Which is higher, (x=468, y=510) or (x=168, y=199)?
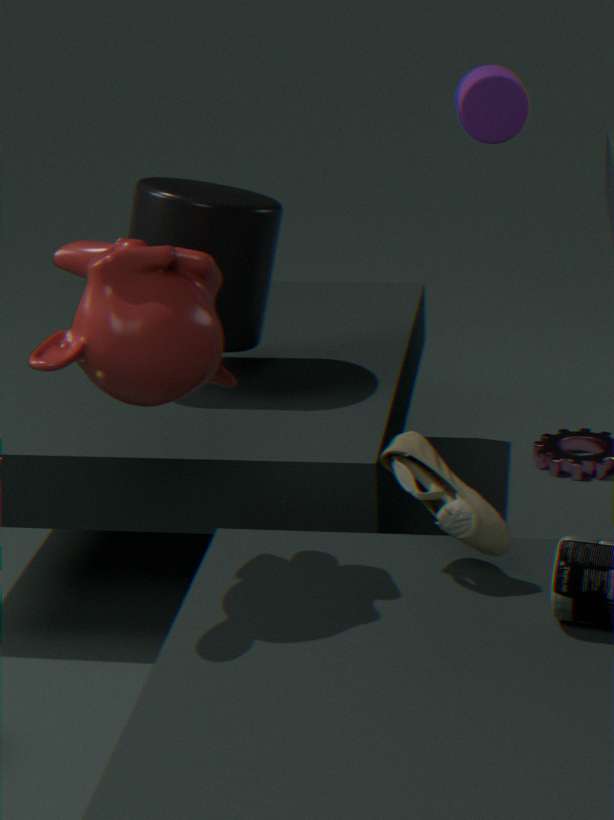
(x=168, y=199)
